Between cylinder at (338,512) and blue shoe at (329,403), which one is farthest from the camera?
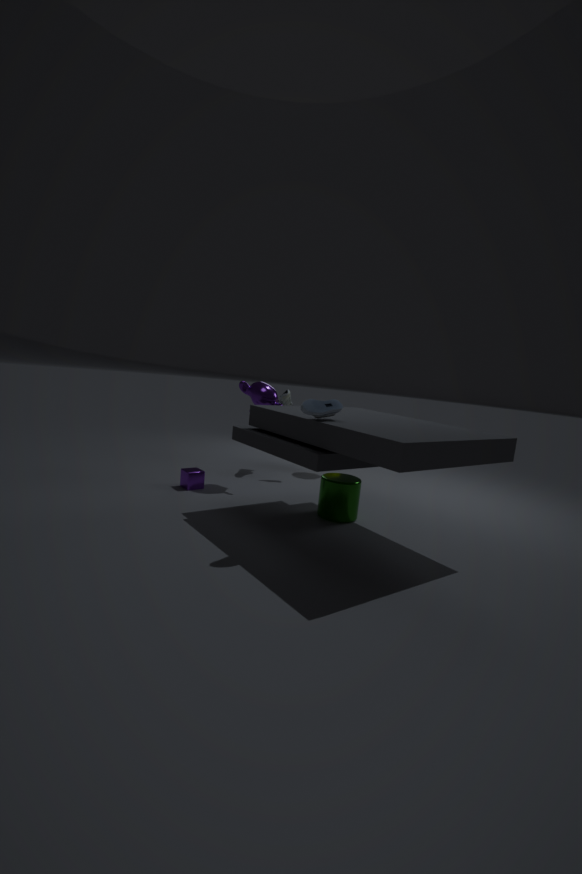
cylinder at (338,512)
